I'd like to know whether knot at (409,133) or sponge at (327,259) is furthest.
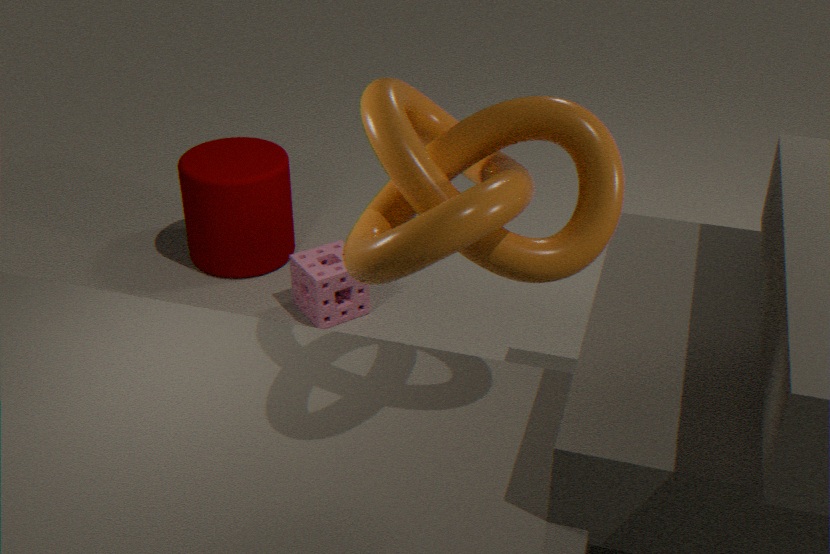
sponge at (327,259)
